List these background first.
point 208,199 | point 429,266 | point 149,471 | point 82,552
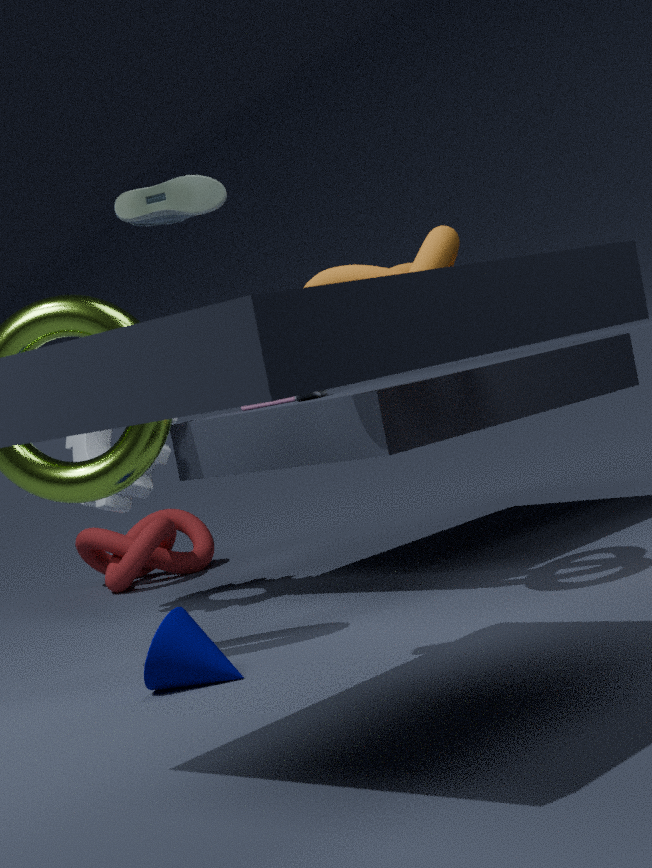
point 82,552 < point 149,471 < point 429,266 < point 208,199
